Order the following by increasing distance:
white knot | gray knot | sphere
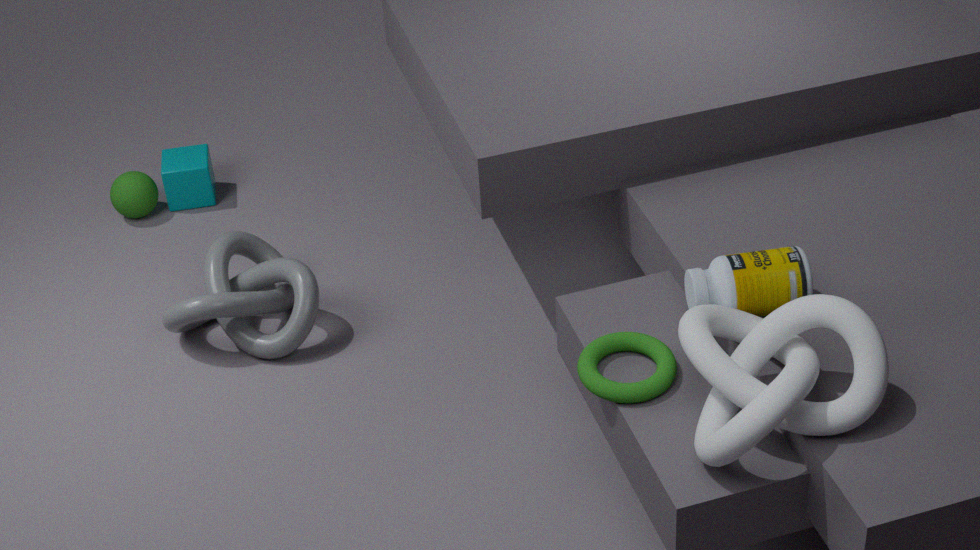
white knot, gray knot, sphere
